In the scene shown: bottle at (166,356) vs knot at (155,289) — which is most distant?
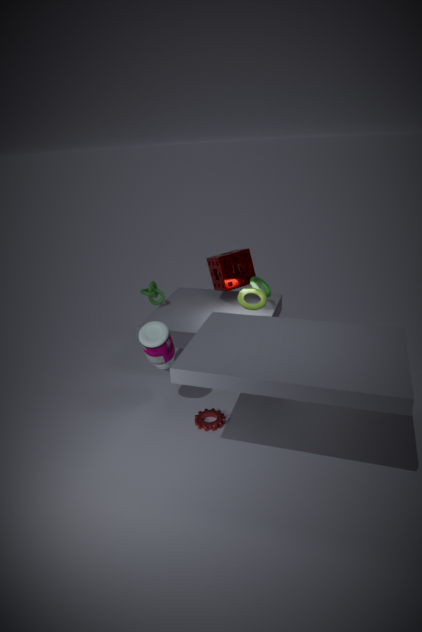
knot at (155,289)
